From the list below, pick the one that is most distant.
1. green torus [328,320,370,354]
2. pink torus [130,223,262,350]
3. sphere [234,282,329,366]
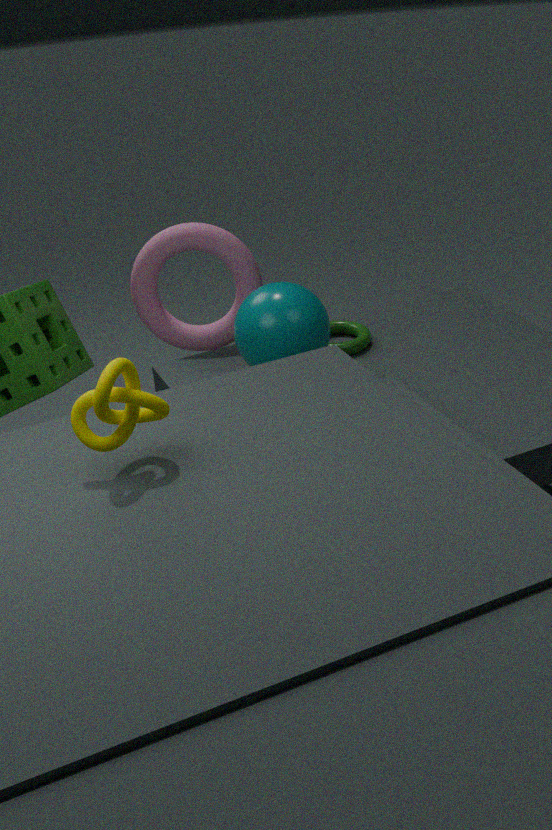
pink torus [130,223,262,350]
